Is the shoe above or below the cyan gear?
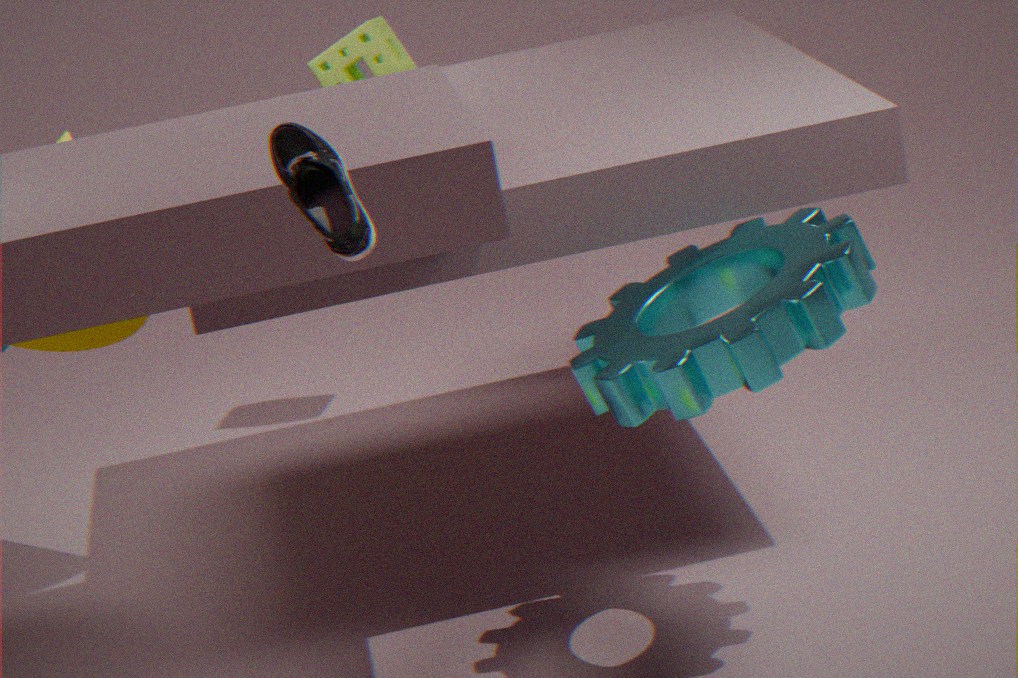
above
